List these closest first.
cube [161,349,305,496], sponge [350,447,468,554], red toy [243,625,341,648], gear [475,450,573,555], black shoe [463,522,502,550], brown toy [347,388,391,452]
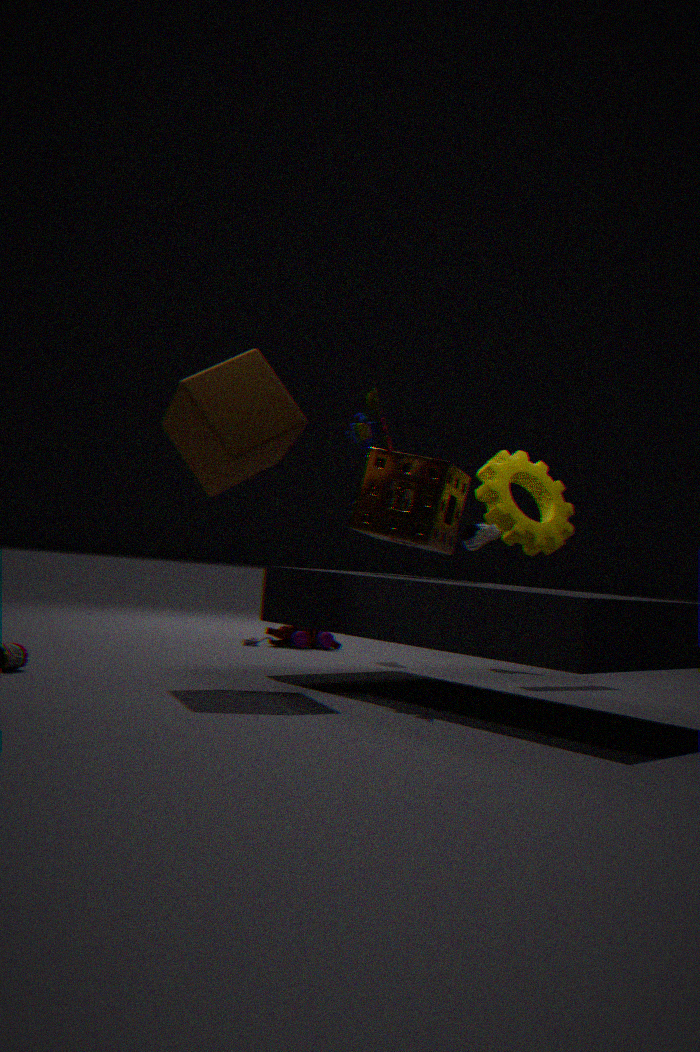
cube [161,349,305,496], brown toy [347,388,391,452], sponge [350,447,468,554], gear [475,450,573,555], red toy [243,625,341,648], black shoe [463,522,502,550]
